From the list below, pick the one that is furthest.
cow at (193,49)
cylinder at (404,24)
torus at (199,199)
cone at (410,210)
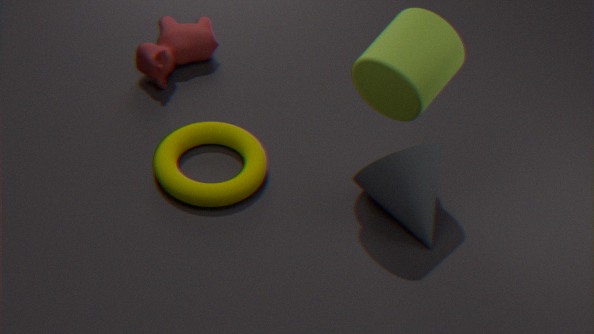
cow at (193,49)
